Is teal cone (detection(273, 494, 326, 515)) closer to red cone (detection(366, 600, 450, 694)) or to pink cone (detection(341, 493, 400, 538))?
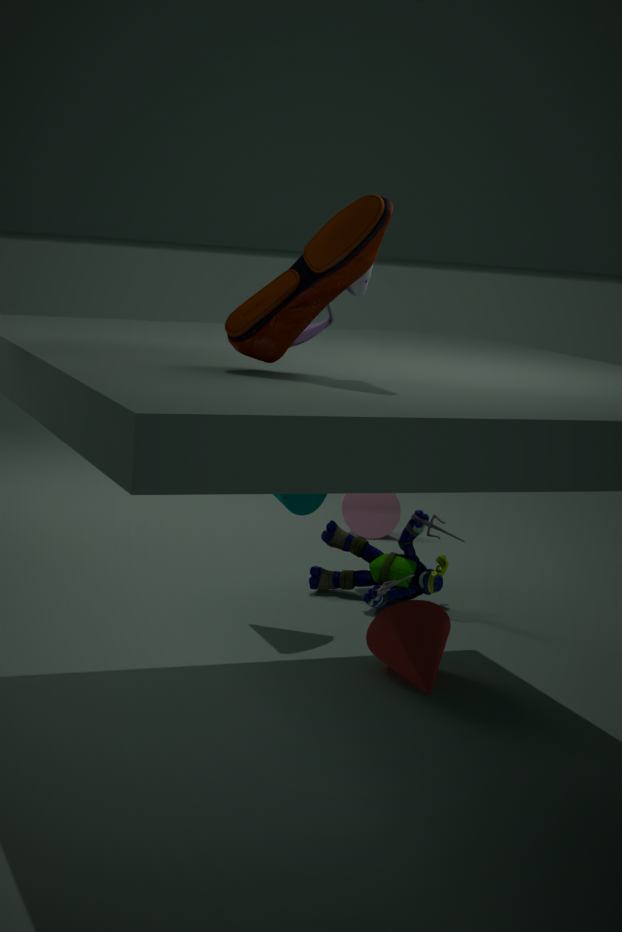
red cone (detection(366, 600, 450, 694))
